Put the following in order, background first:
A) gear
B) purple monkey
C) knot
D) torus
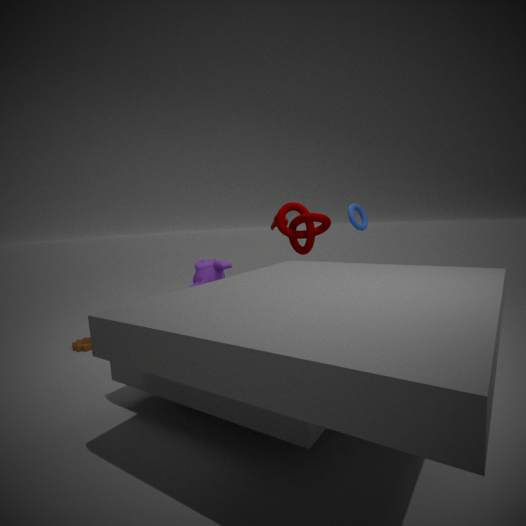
knot
torus
purple monkey
gear
